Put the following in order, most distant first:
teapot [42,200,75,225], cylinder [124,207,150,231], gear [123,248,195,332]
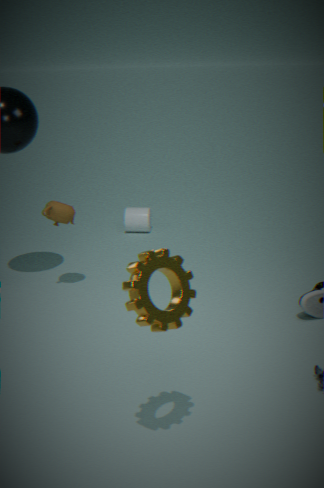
cylinder [124,207,150,231]
teapot [42,200,75,225]
gear [123,248,195,332]
